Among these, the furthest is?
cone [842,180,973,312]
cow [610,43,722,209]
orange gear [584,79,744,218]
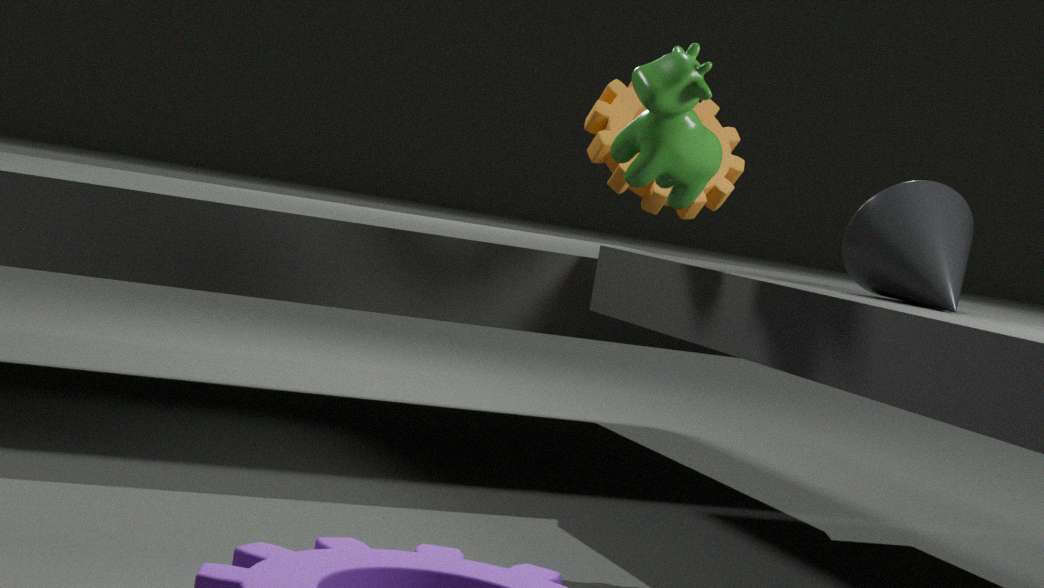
orange gear [584,79,744,218]
